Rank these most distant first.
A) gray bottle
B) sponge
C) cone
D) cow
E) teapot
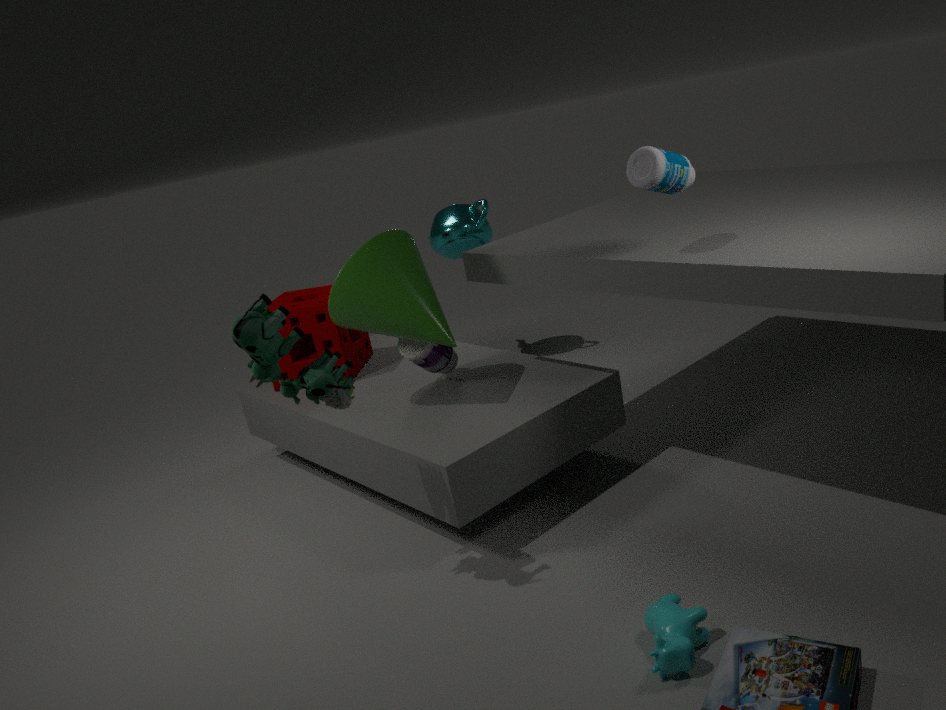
teapot
sponge
cone
gray bottle
cow
